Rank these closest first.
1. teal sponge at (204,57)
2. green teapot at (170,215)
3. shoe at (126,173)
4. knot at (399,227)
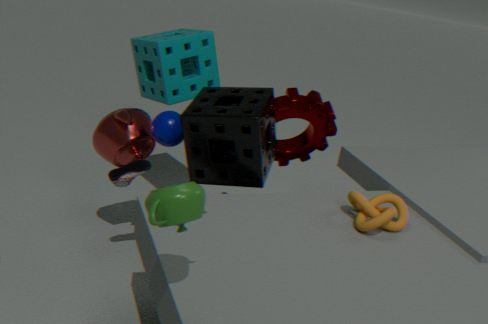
1. green teapot at (170,215)
2. knot at (399,227)
3. shoe at (126,173)
4. teal sponge at (204,57)
